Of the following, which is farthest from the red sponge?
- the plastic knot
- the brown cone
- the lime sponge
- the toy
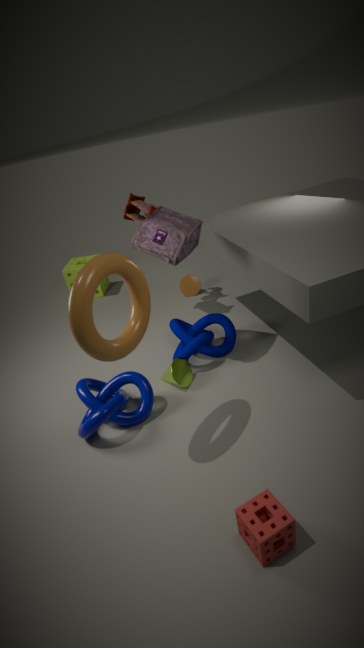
the lime sponge
